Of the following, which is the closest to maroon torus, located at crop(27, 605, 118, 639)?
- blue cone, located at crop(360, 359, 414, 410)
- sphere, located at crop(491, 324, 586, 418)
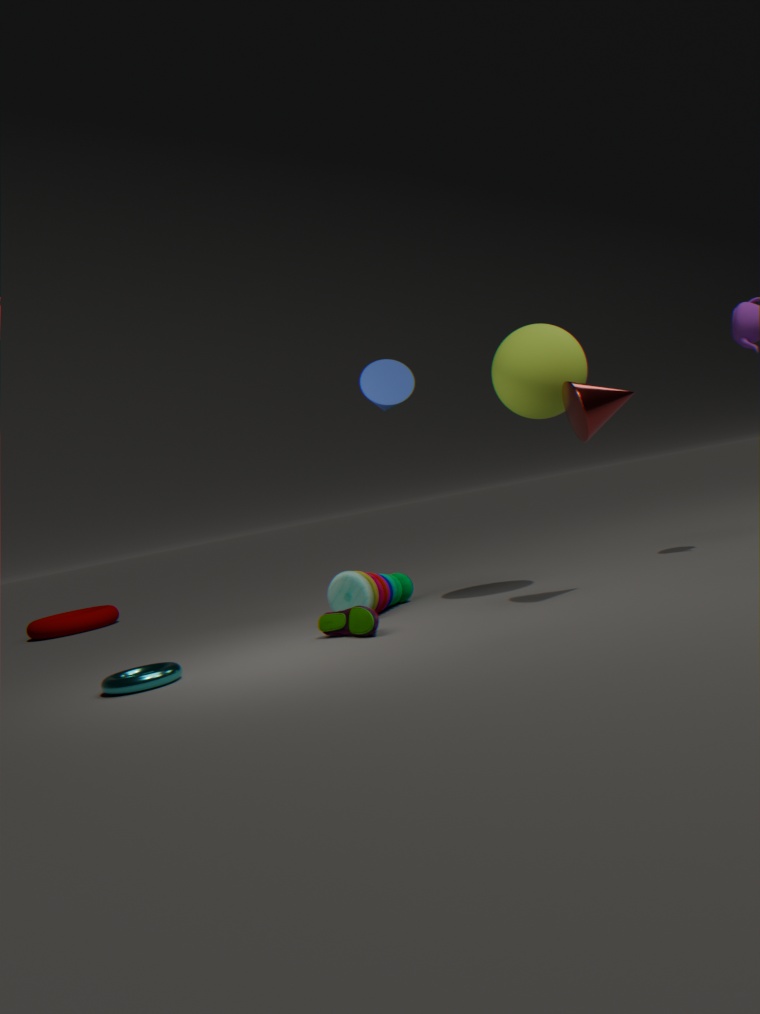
blue cone, located at crop(360, 359, 414, 410)
